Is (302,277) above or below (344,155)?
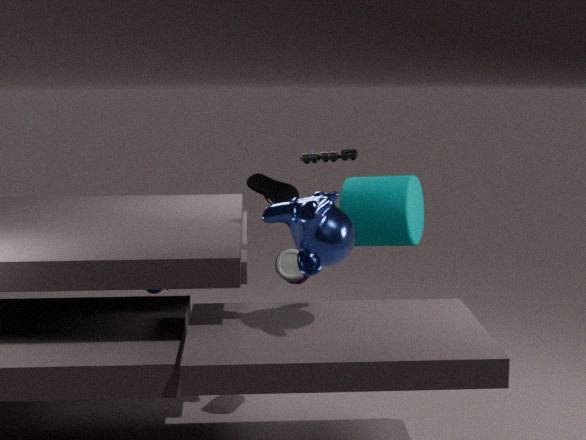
below
